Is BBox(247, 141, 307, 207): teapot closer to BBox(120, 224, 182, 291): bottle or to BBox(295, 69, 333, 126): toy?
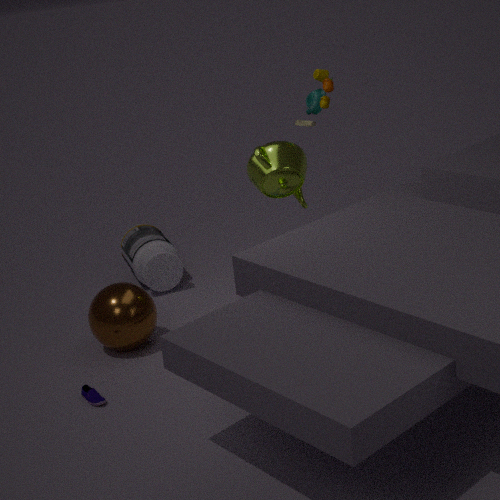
BBox(295, 69, 333, 126): toy
